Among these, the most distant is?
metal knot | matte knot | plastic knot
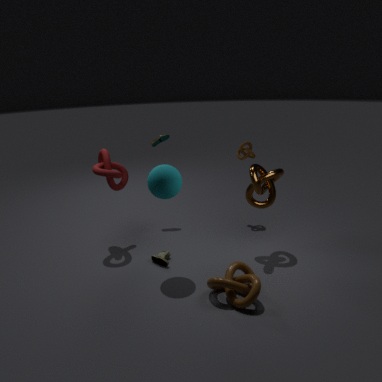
matte knot
